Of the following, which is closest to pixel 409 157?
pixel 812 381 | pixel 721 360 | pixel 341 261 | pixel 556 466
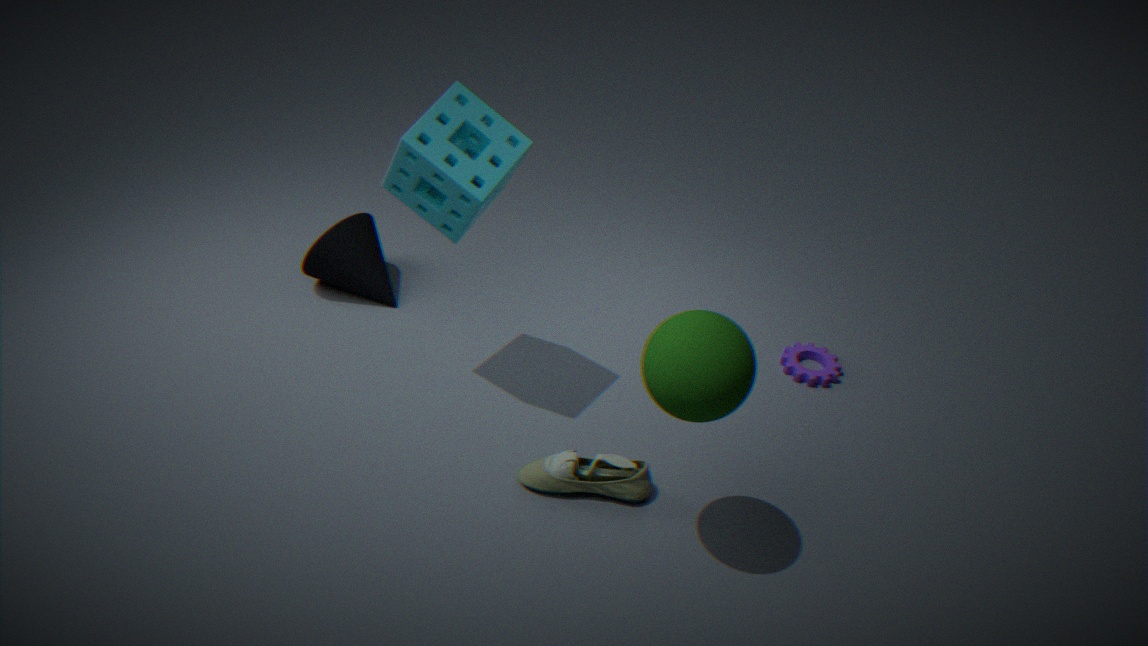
pixel 341 261
